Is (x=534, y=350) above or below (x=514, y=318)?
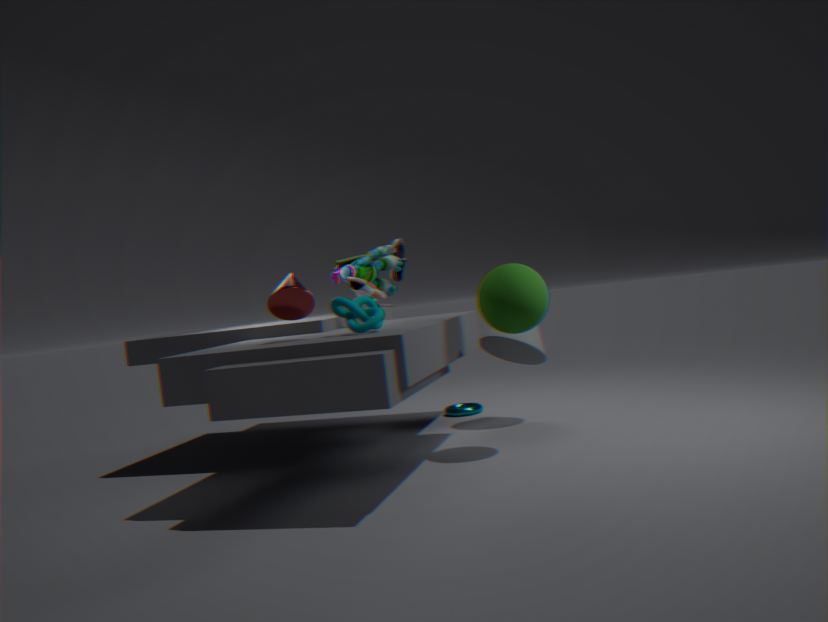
below
